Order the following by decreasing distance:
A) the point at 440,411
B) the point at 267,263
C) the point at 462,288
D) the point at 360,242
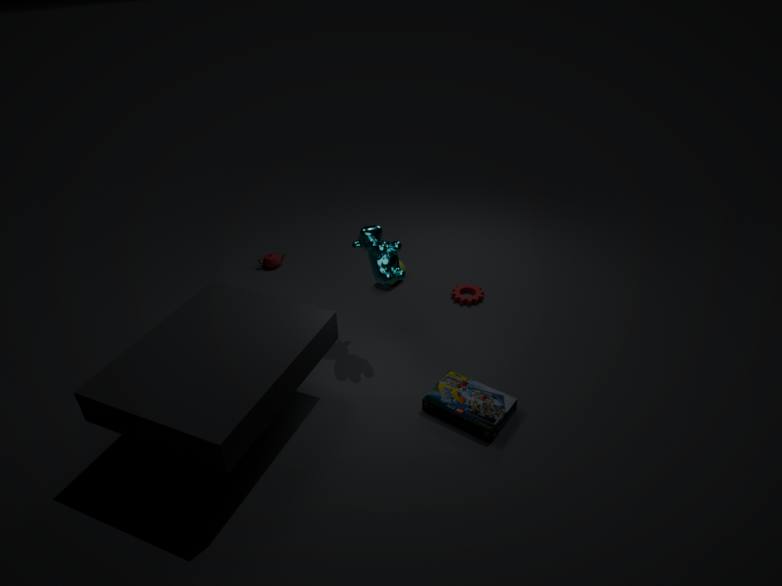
1. the point at 267,263
2. the point at 462,288
3. the point at 360,242
4. the point at 440,411
